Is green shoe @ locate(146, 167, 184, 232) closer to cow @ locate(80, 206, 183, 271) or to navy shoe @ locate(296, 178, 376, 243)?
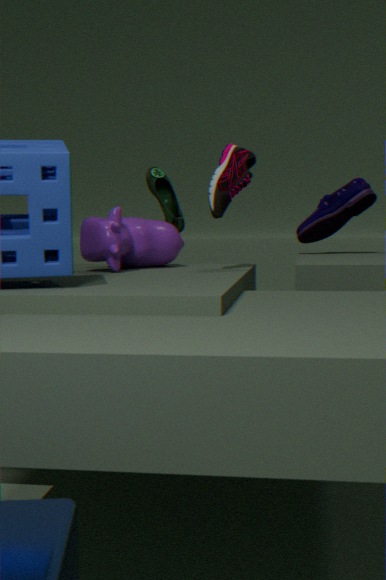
cow @ locate(80, 206, 183, 271)
